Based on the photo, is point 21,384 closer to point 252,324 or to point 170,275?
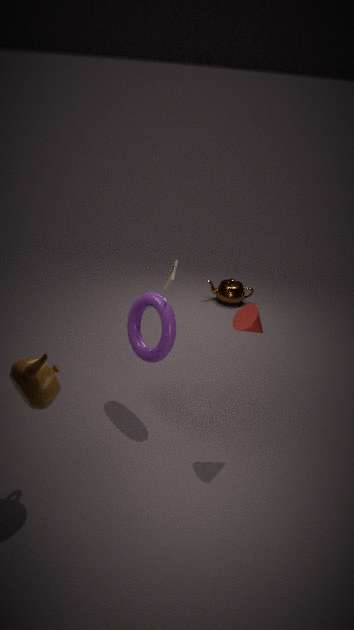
point 170,275
